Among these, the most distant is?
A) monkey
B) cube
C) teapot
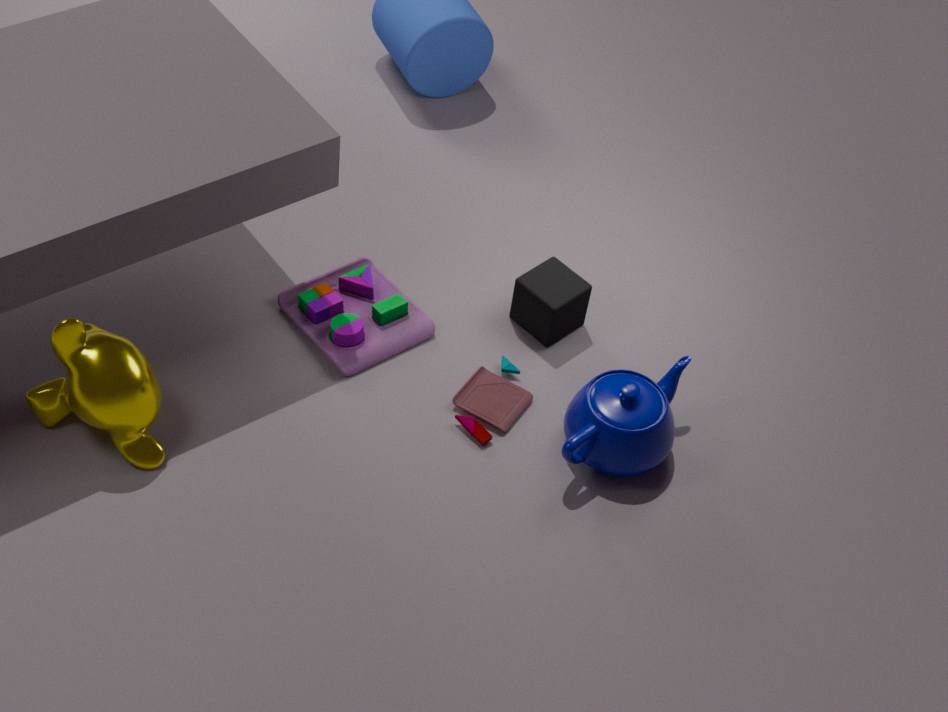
cube
